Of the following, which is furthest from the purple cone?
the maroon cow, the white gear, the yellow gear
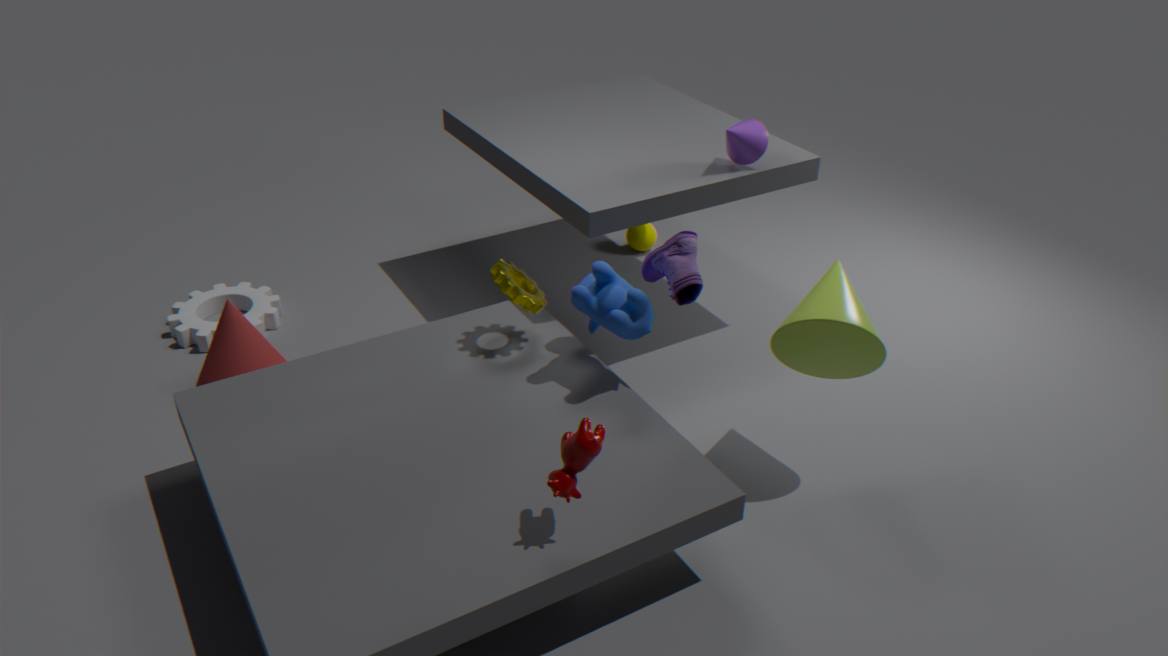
the white gear
